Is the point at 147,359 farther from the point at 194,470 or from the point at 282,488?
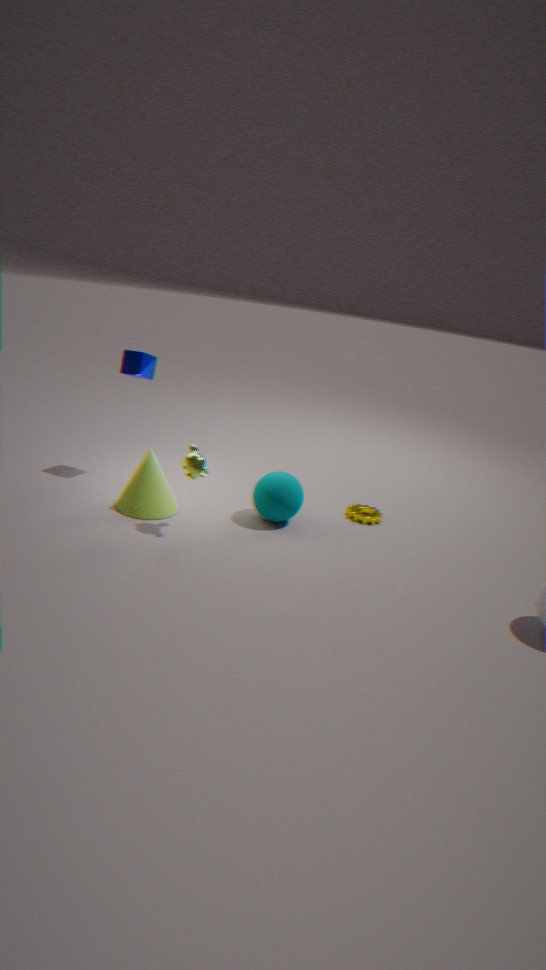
the point at 282,488
